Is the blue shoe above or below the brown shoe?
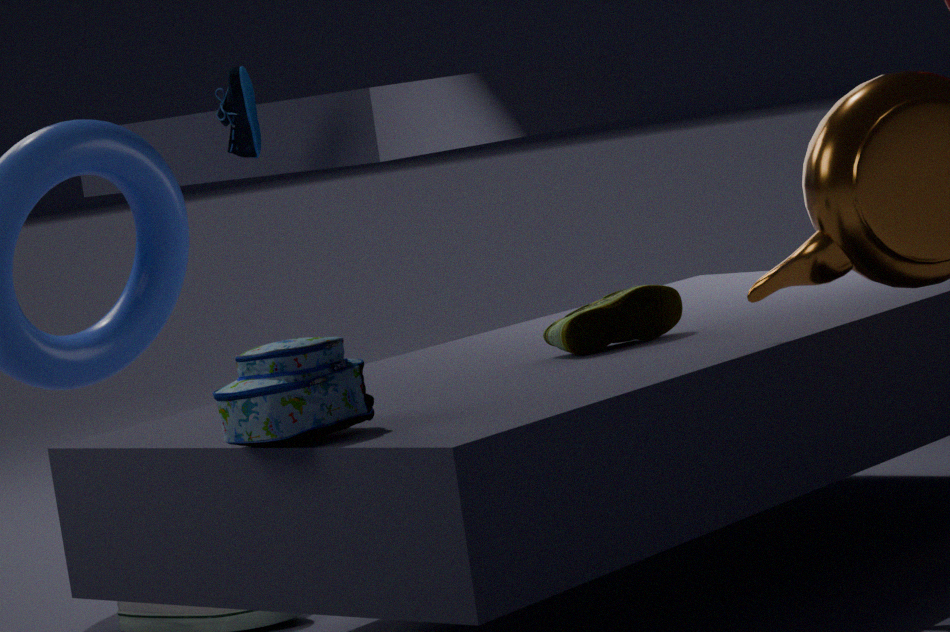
above
